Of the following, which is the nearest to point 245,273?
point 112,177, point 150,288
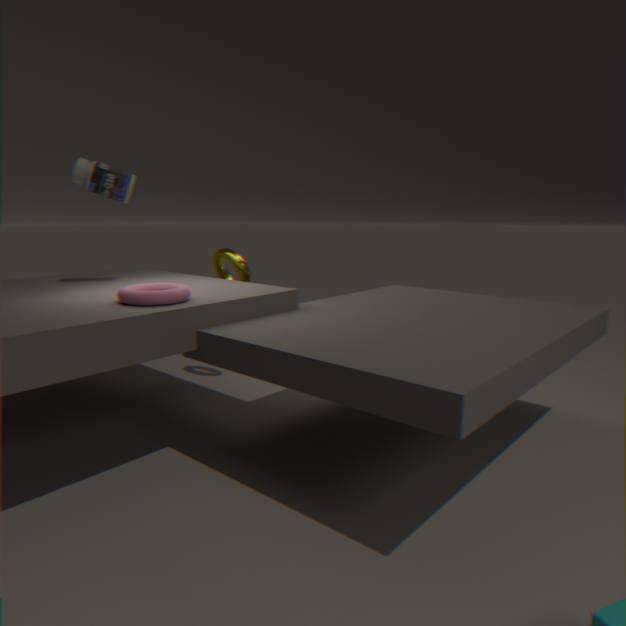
point 112,177
